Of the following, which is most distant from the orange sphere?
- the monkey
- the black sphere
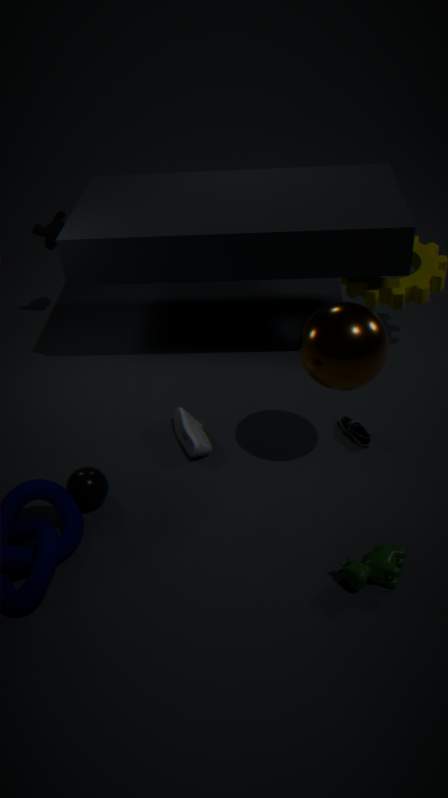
the monkey
